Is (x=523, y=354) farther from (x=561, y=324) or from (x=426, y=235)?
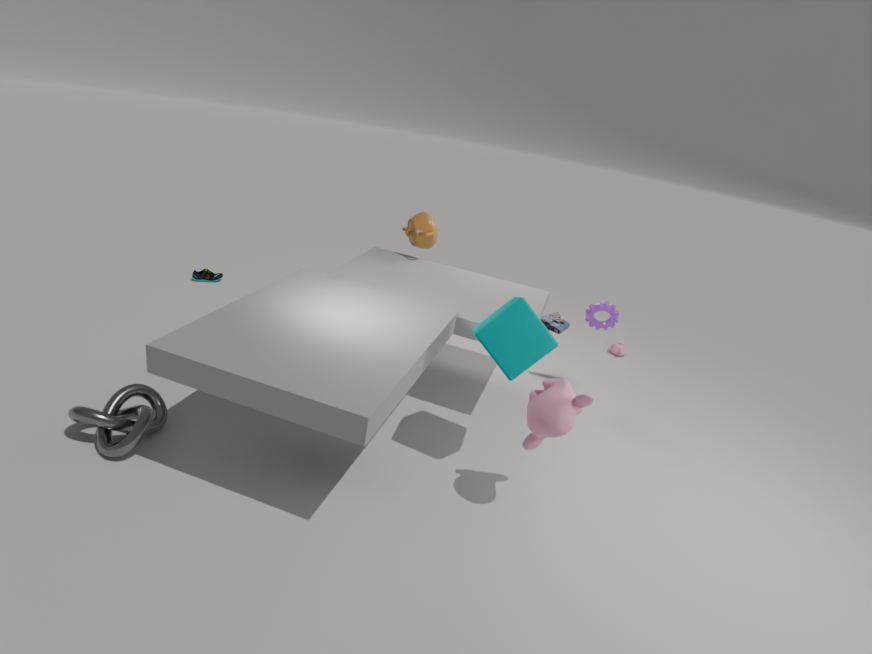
(x=426, y=235)
